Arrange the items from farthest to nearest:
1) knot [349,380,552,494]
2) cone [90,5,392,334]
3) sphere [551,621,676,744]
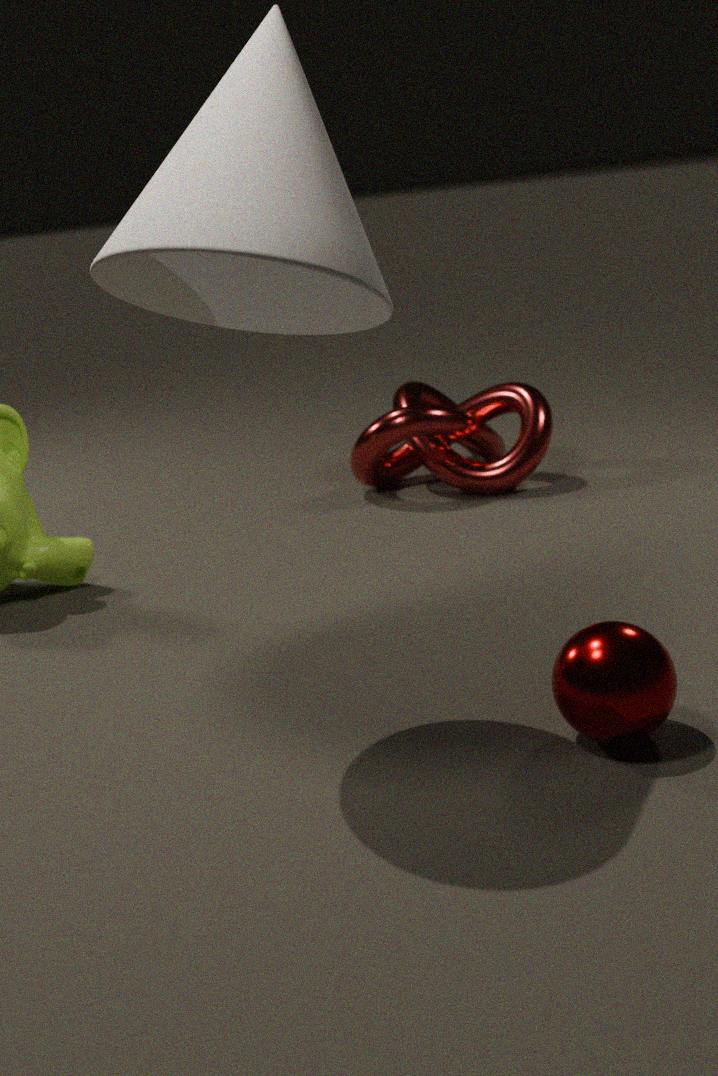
1. knot [349,380,552,494]
3. sphere [551,621,676,744]
2. cone [90,5,392,334]
